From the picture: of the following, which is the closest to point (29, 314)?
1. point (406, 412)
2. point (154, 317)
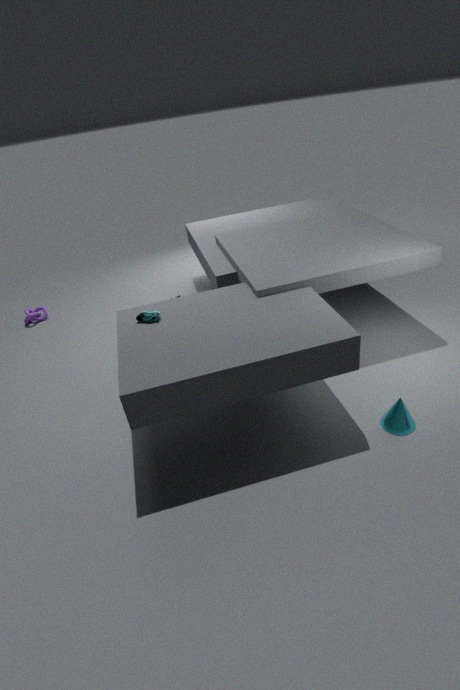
point (154, 317)
